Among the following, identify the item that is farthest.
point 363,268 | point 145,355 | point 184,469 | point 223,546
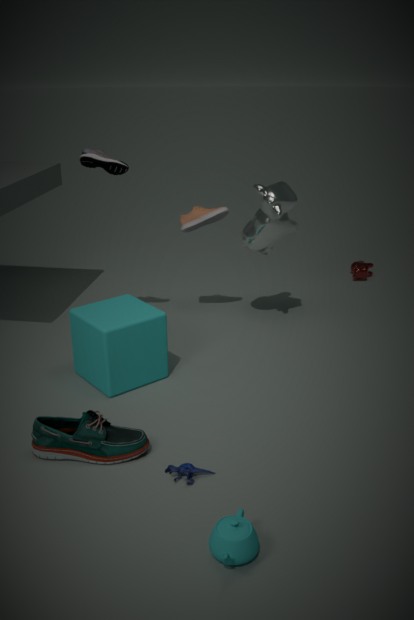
point 363,268
